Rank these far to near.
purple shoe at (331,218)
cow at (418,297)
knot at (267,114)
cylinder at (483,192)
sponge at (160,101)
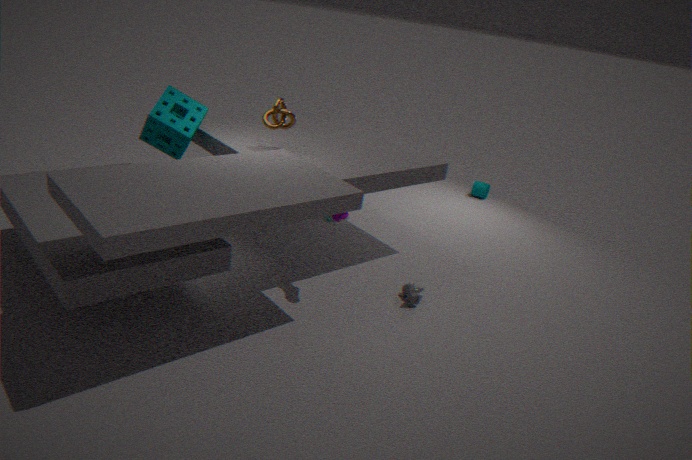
1. cylinder at (483,192)
2. knot at (267,114)
3. sponge at (160,101)
4. cow at (418,297)
5. purple shoe at (331,218)
